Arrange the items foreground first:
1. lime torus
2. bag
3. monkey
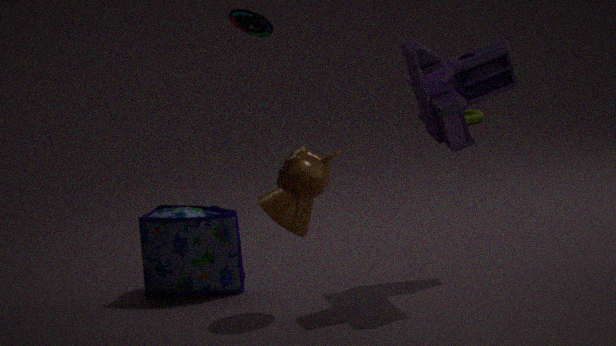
monkey < bag < lime torus
